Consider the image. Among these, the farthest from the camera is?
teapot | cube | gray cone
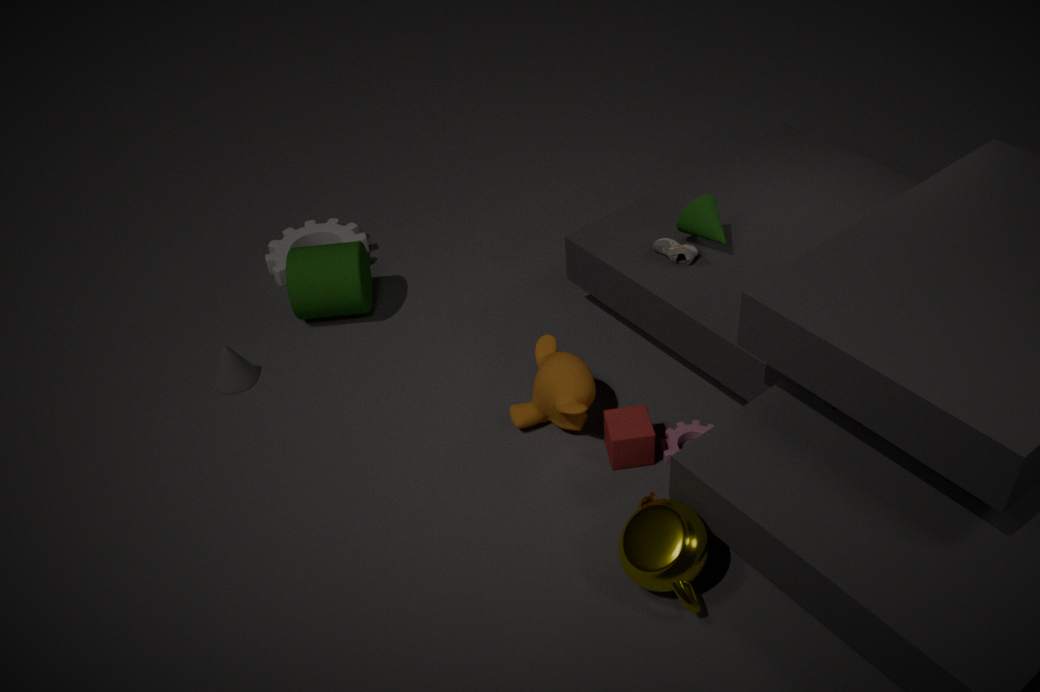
gray cone
